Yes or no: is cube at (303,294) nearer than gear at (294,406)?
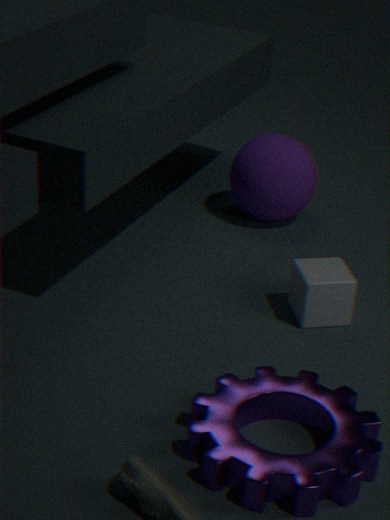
No
